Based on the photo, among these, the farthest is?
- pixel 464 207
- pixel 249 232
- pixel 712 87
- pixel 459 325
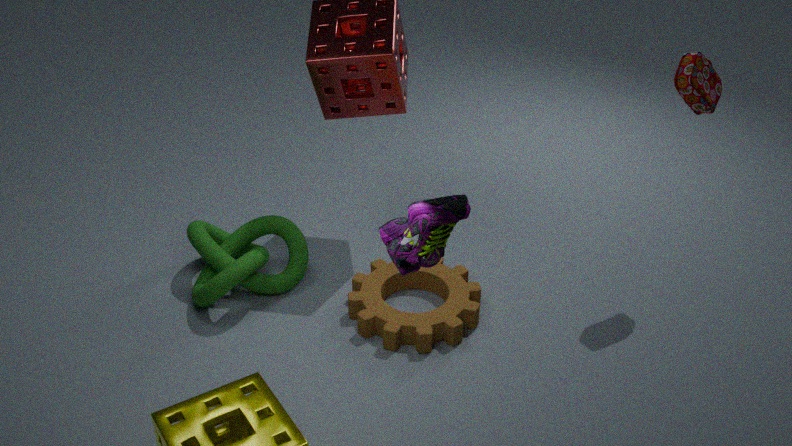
pixel 249 232
